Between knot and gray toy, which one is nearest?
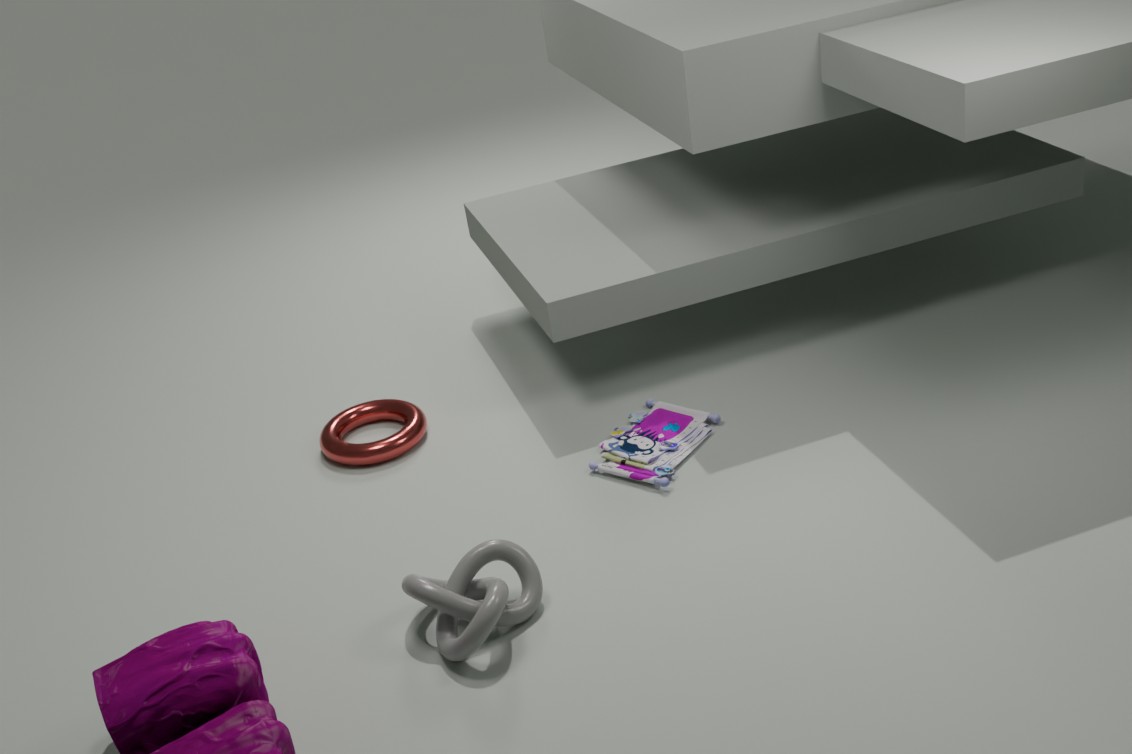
knot
